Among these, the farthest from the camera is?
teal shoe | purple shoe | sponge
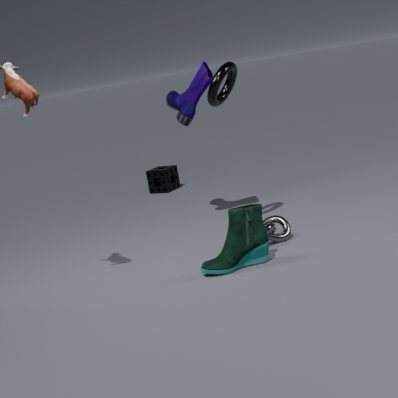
sponge
